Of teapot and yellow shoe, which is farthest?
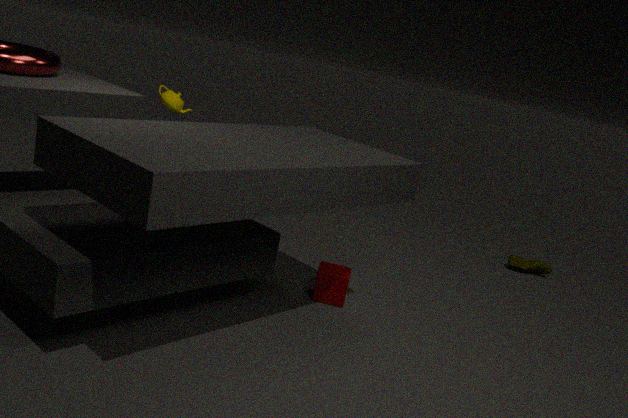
yellow shoe
